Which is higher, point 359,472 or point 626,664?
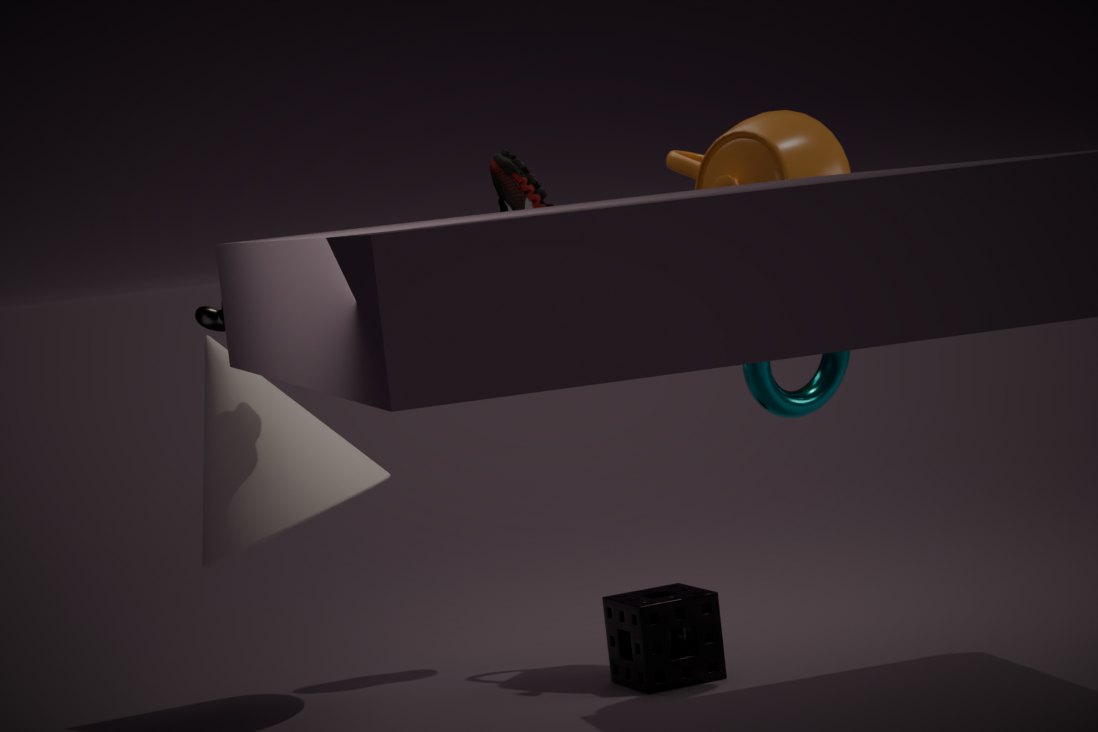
point 359,472
